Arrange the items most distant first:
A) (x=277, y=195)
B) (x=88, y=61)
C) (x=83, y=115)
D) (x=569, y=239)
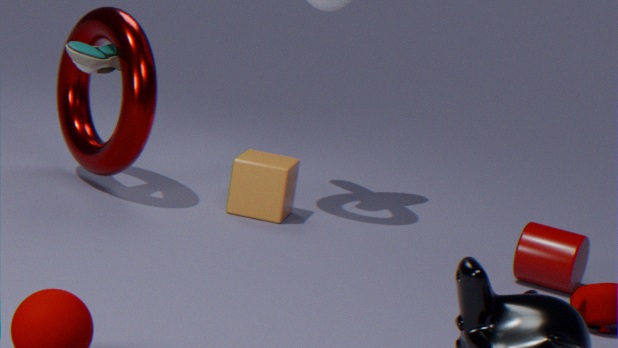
C. (x=83, y=115) → A. (x=277, y=195) → B. (x=88, y=61) → D. (x=569, y=239)
